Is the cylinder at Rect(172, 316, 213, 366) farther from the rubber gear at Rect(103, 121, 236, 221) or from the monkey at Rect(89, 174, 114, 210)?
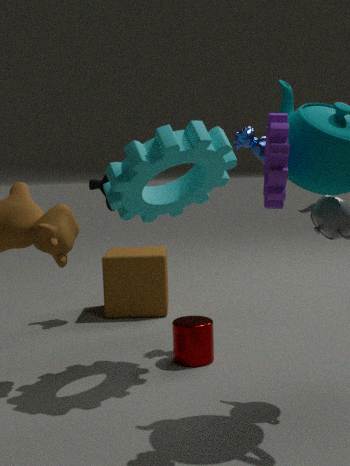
the monkey at Rect(89, 174, 114, 210)
